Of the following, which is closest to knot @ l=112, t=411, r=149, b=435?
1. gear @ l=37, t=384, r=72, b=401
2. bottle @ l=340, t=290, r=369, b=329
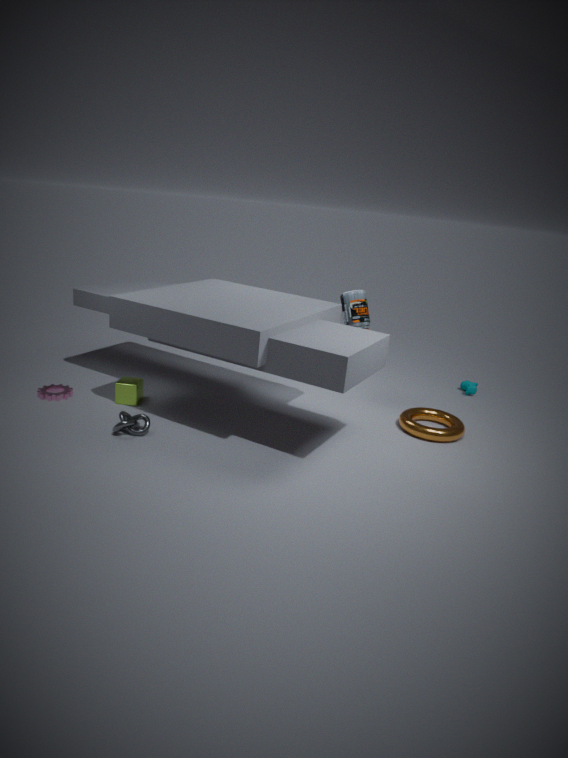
gear @ l=37, t=384, r=72, b=401
